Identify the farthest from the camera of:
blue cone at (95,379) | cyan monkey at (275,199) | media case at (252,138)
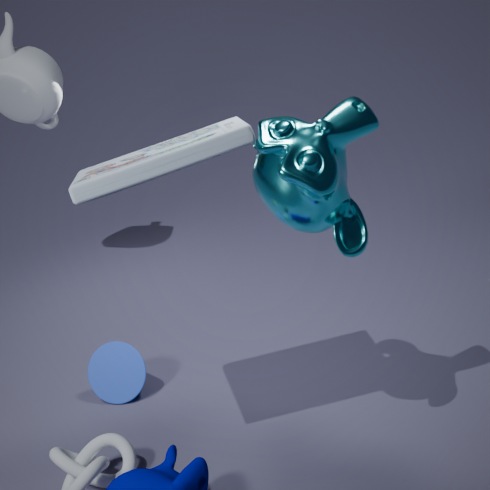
blue cone at (95,379)
